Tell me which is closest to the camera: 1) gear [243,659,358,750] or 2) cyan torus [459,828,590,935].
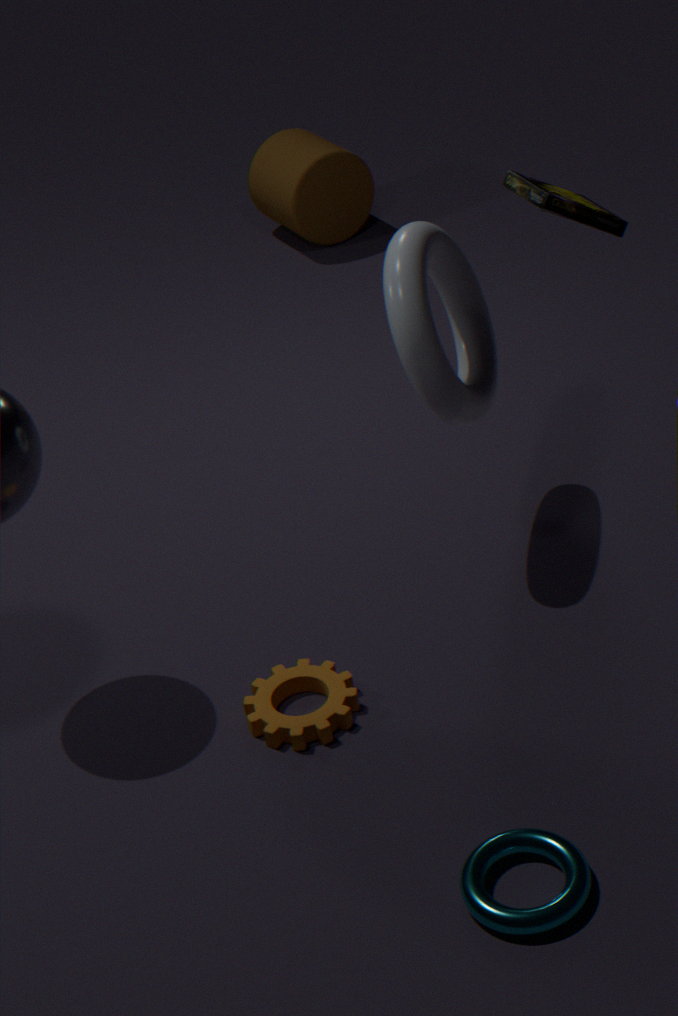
2. cyan torus [459,828,590,935]
